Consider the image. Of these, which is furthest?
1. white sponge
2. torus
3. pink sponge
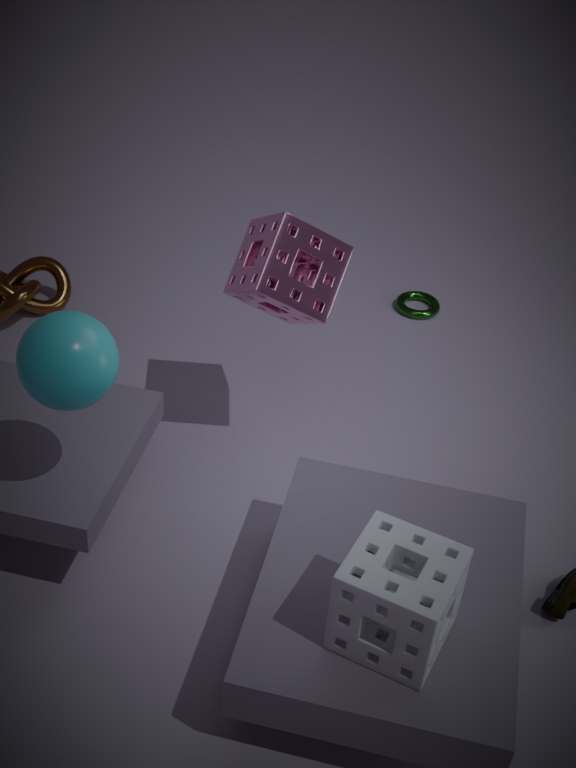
torus
